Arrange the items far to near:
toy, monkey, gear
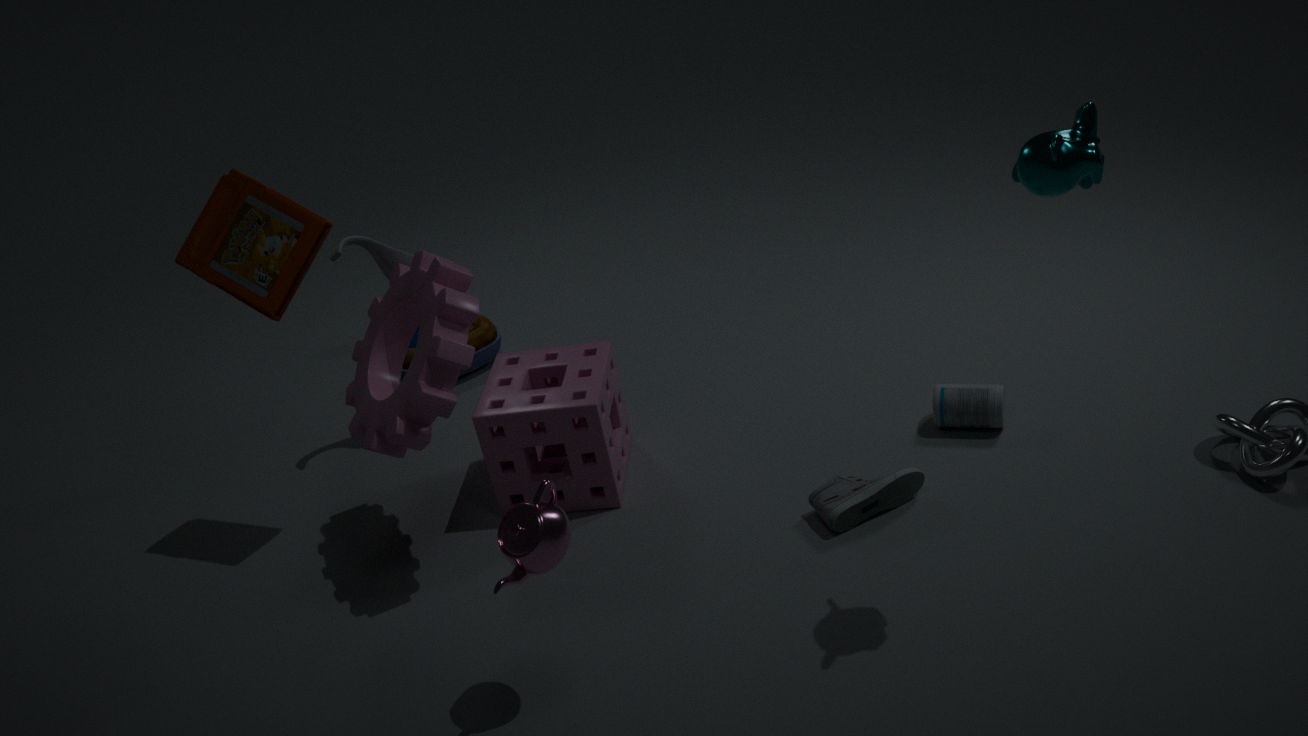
toy
gear
monkey
